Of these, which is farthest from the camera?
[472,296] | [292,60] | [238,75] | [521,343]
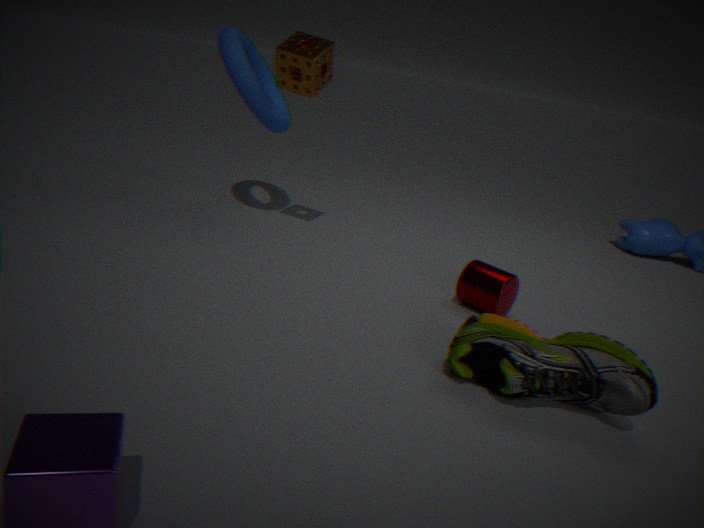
[238,75]
